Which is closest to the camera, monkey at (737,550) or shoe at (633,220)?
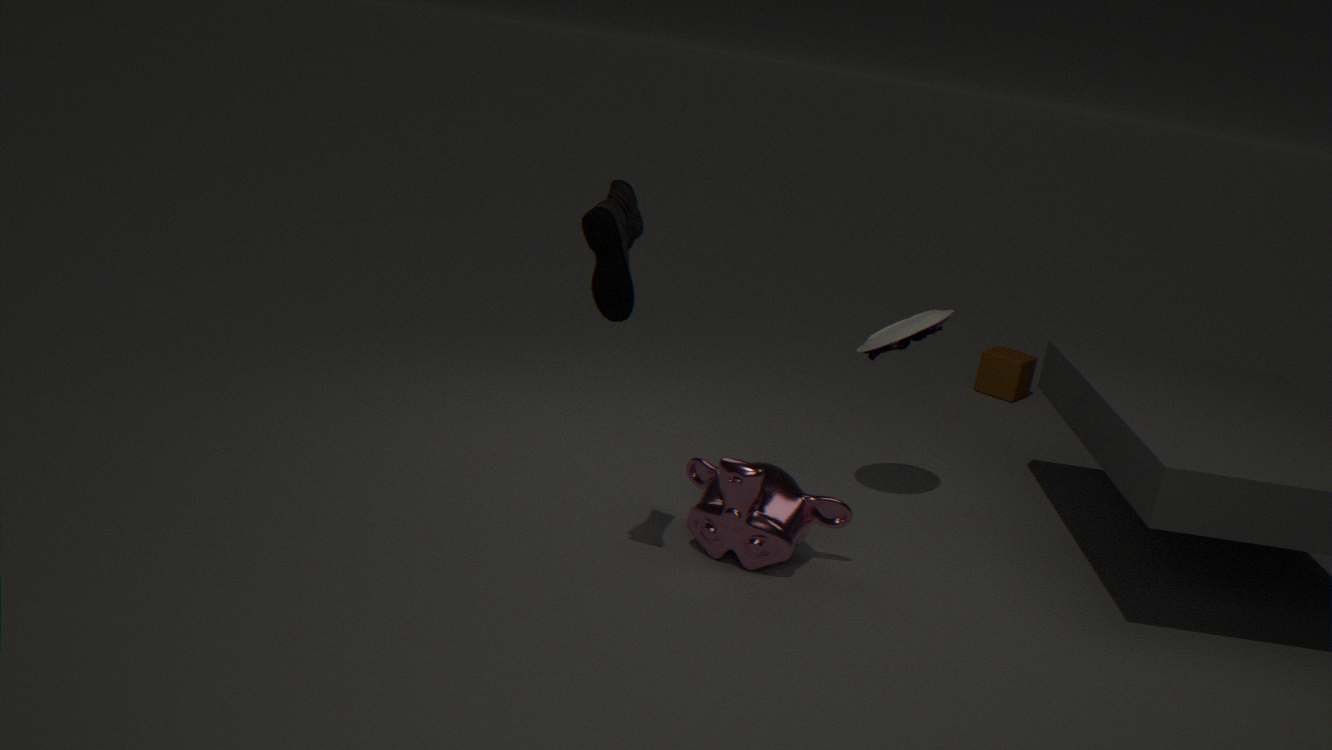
shoe at (633,220)
